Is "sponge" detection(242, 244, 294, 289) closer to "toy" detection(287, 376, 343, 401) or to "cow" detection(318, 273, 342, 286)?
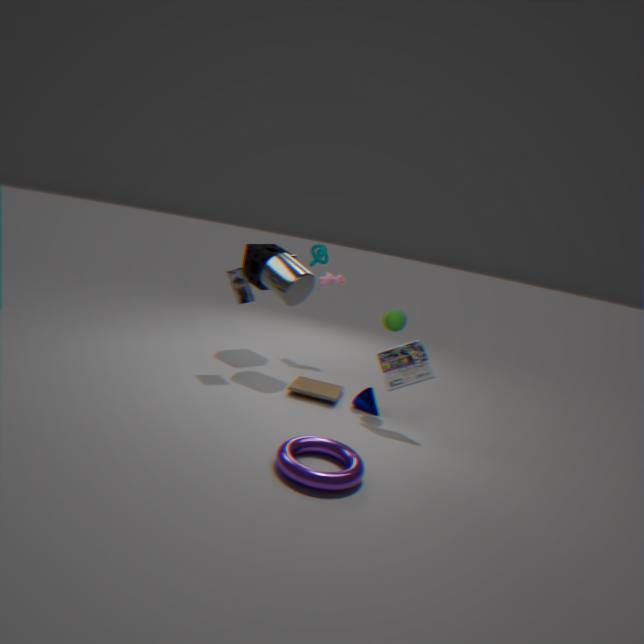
"cow" detection(318, 273, 342, 286)
